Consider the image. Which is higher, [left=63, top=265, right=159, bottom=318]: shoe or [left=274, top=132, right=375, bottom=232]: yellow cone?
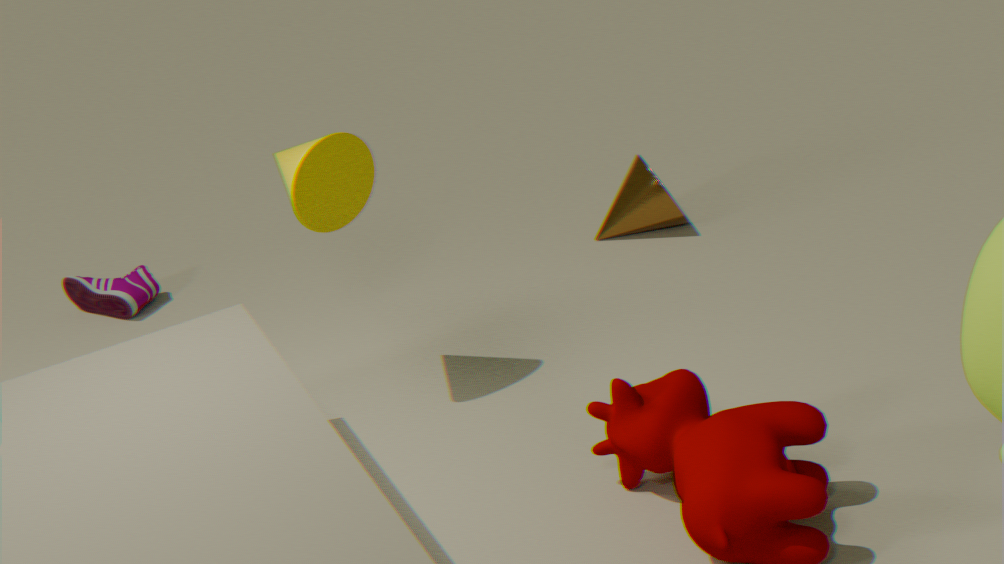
[left=274, top=132, right=375, bottom=232]: yellow cone
